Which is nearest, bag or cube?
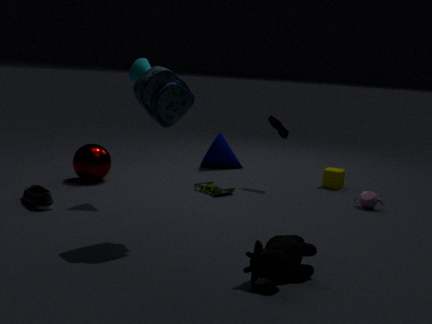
bag
